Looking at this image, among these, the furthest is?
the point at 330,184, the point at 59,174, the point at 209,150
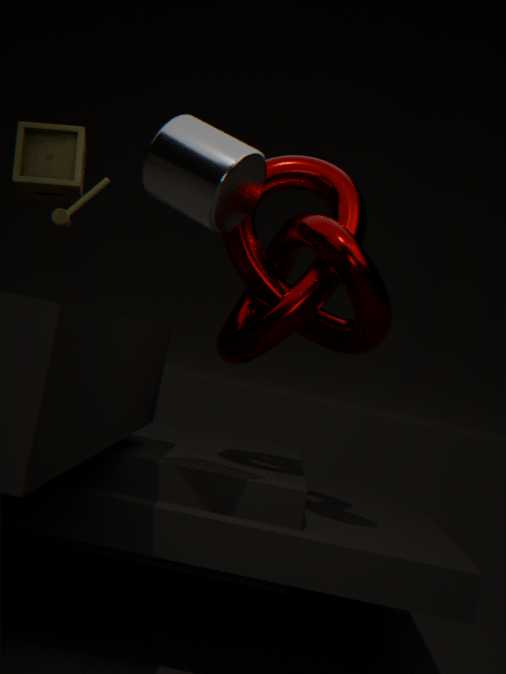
the point at 59,174
